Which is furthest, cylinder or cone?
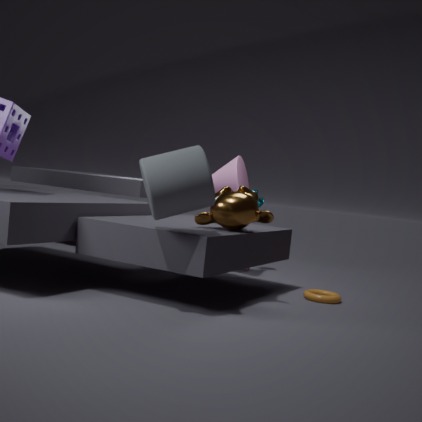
cone
